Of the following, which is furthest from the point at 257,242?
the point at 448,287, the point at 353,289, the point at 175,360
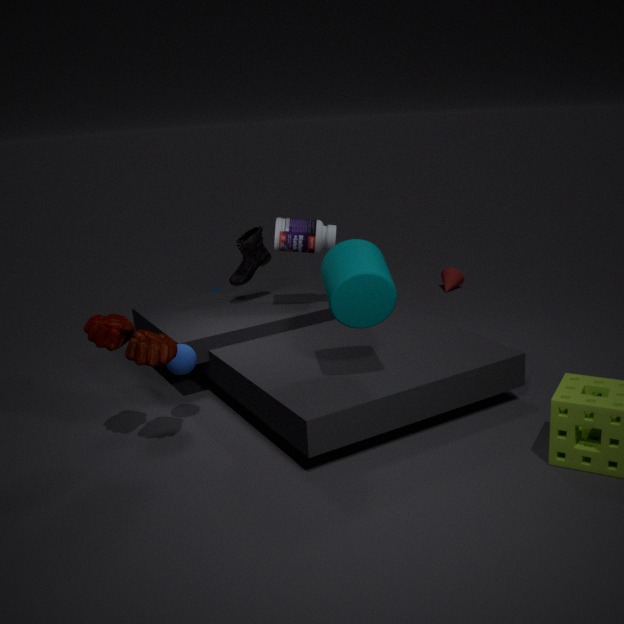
the point at 448,287
